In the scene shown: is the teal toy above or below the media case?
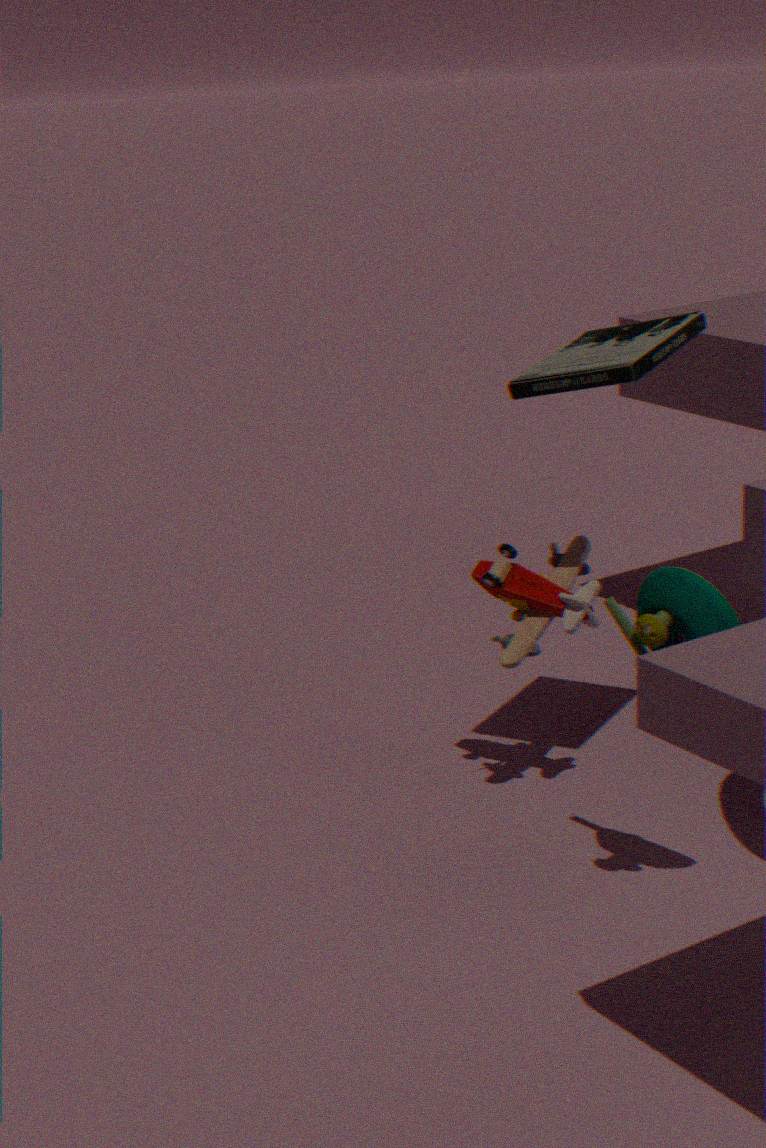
below
